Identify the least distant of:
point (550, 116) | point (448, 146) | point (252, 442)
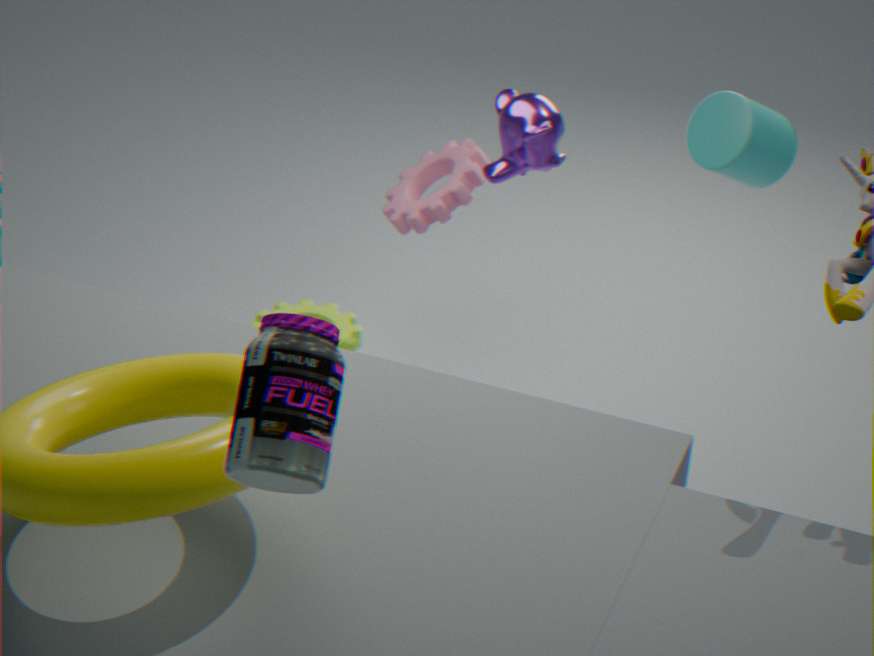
point (252, 442)
